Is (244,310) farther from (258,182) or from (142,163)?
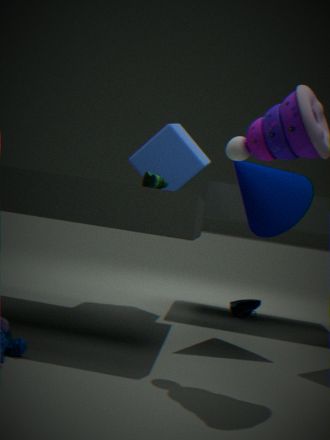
(142,163)
